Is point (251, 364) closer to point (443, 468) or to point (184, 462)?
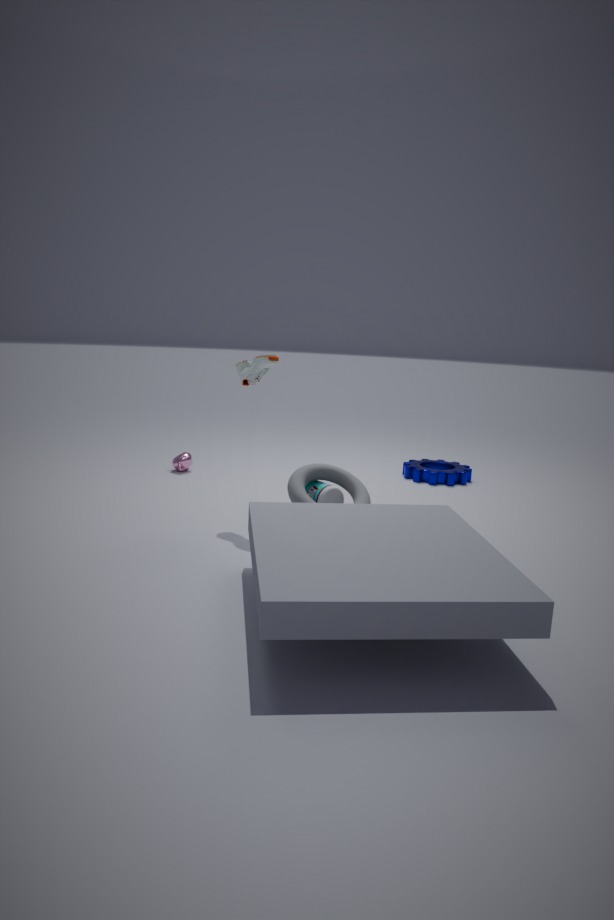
point (184, 462)
